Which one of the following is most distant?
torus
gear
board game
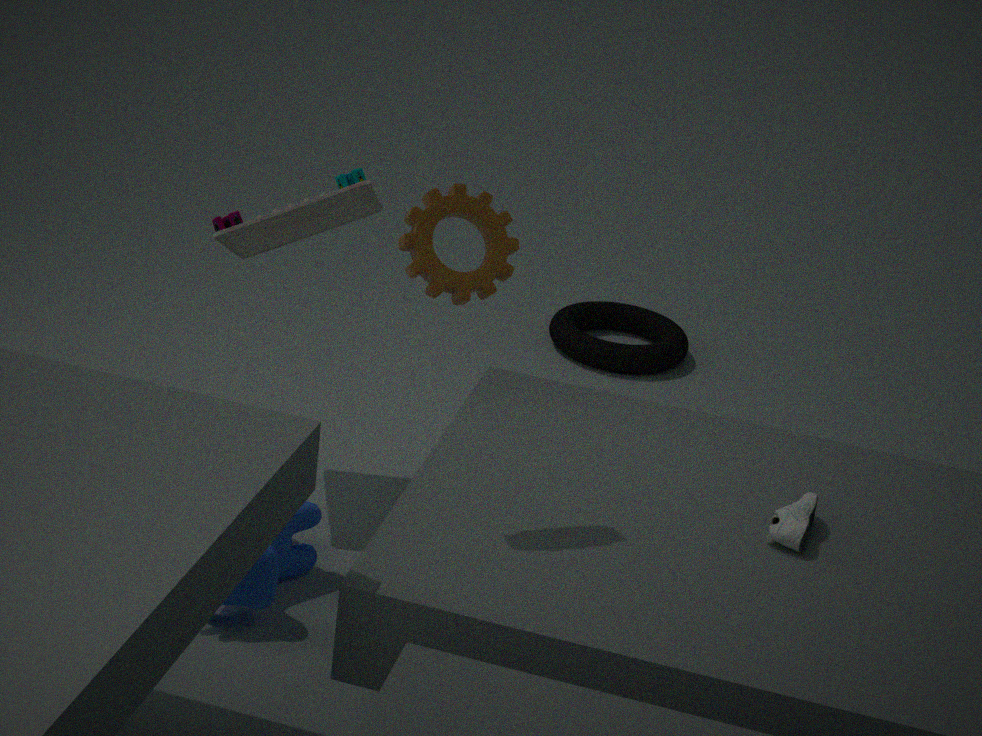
torus
